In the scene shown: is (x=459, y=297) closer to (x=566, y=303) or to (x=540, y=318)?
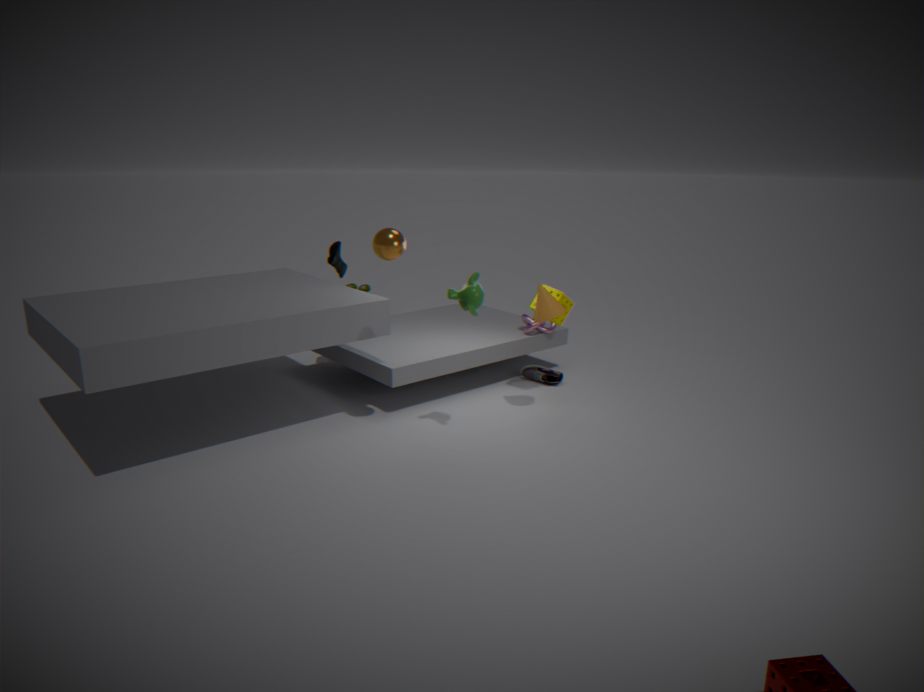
(x=540, y=318)
